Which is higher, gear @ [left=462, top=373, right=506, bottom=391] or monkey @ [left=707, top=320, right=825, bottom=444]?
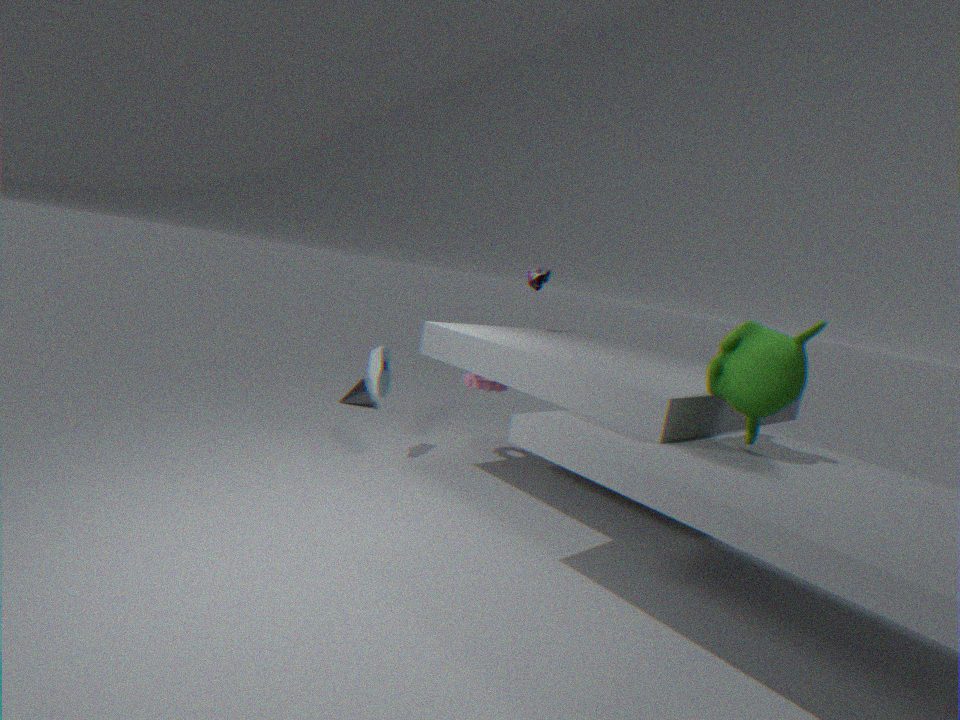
monkey @ [left=707, top=320, right=825, bottom=444]
